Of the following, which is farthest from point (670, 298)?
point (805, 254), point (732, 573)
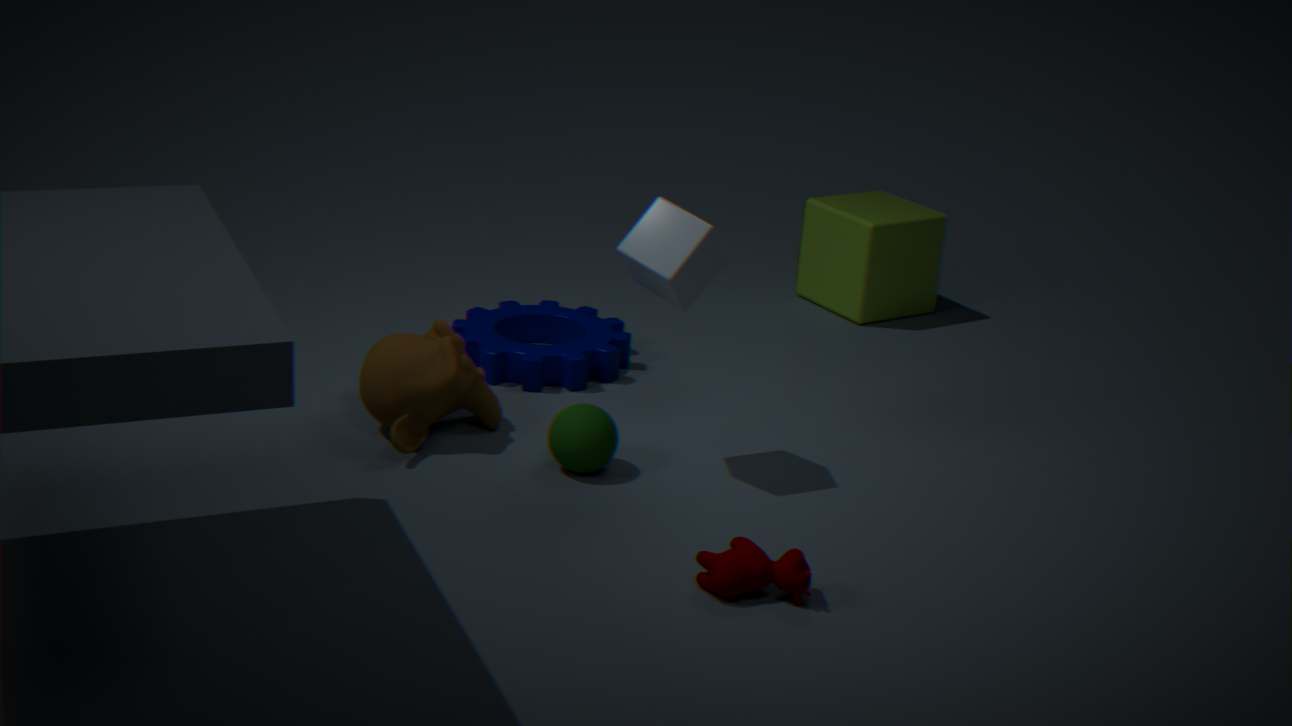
point (805, 254)
